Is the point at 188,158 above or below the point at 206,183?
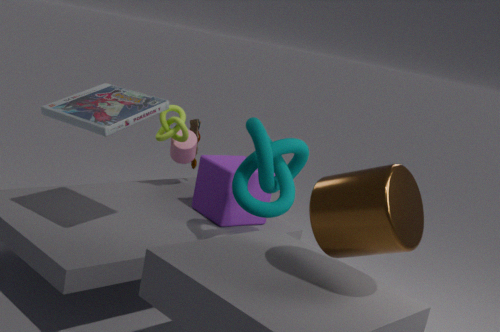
above
